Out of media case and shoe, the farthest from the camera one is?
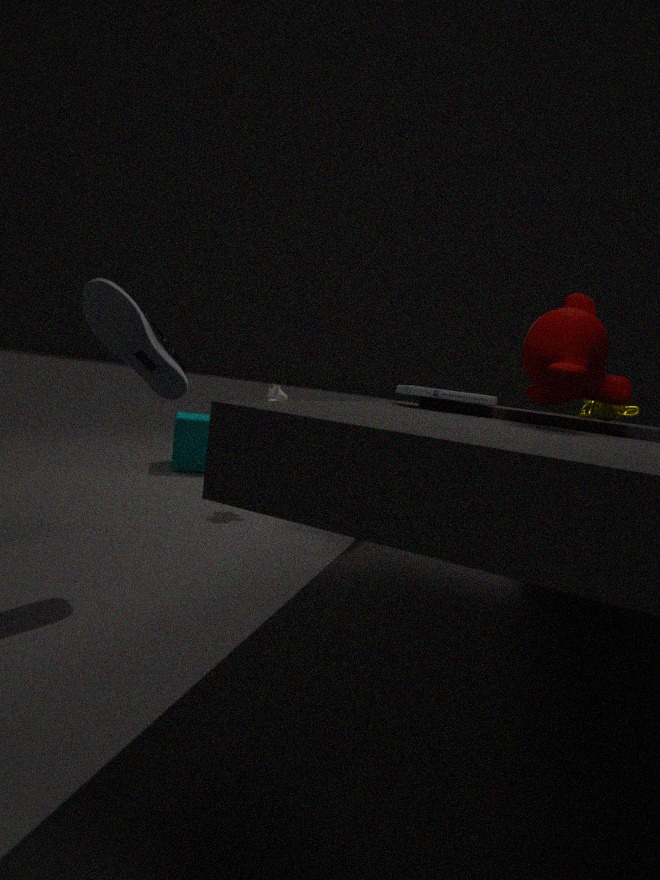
media case
